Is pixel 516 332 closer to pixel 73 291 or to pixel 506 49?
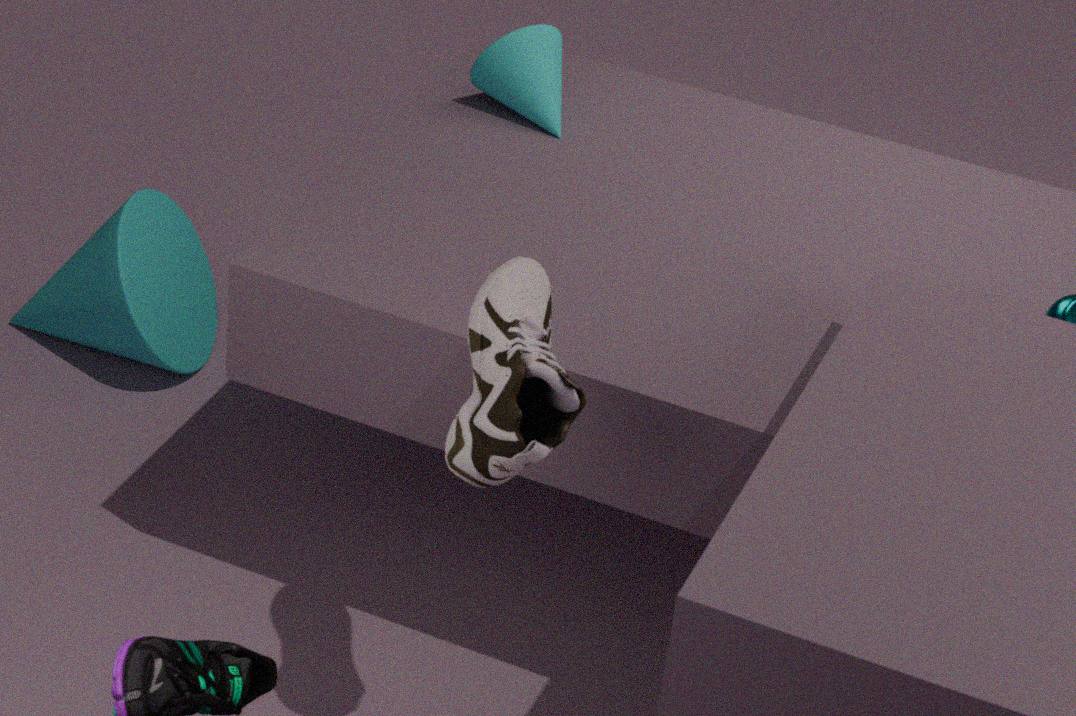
pixel 506 49
